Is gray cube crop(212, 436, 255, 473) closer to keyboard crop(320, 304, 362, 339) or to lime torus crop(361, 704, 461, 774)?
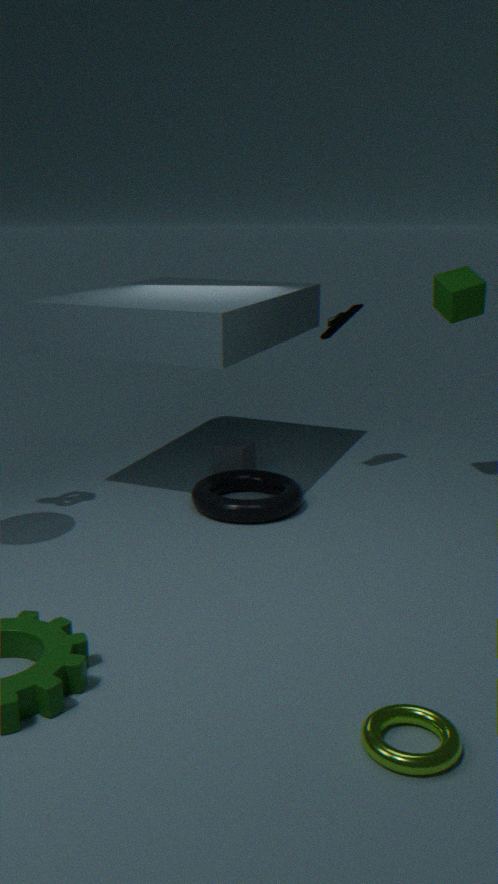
keyboard crop(320, 304, 362, 339)
